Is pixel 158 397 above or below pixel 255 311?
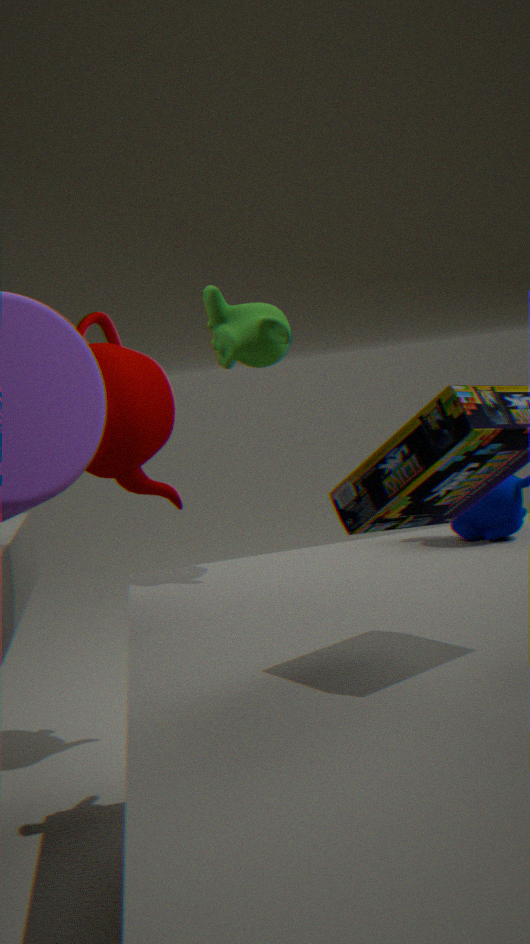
below
